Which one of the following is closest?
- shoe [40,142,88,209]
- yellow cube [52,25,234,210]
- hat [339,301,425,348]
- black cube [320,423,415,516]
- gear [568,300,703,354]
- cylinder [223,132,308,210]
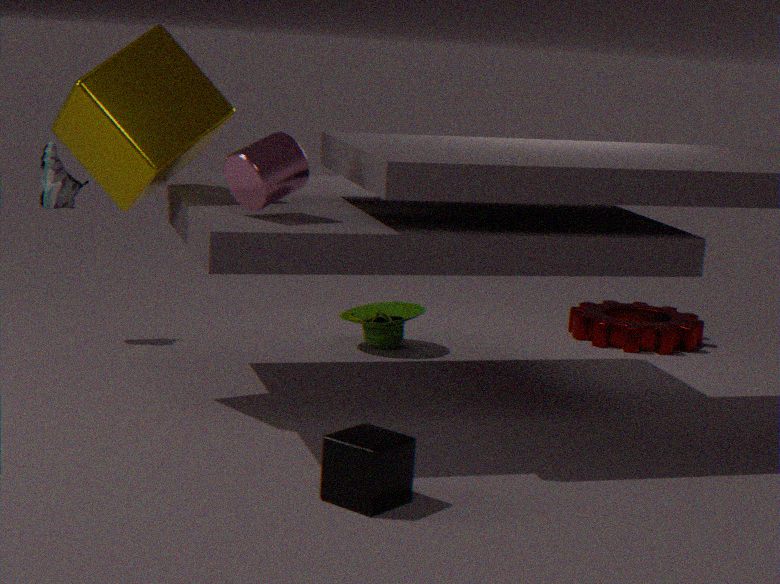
black cube [320,423,415,516]
